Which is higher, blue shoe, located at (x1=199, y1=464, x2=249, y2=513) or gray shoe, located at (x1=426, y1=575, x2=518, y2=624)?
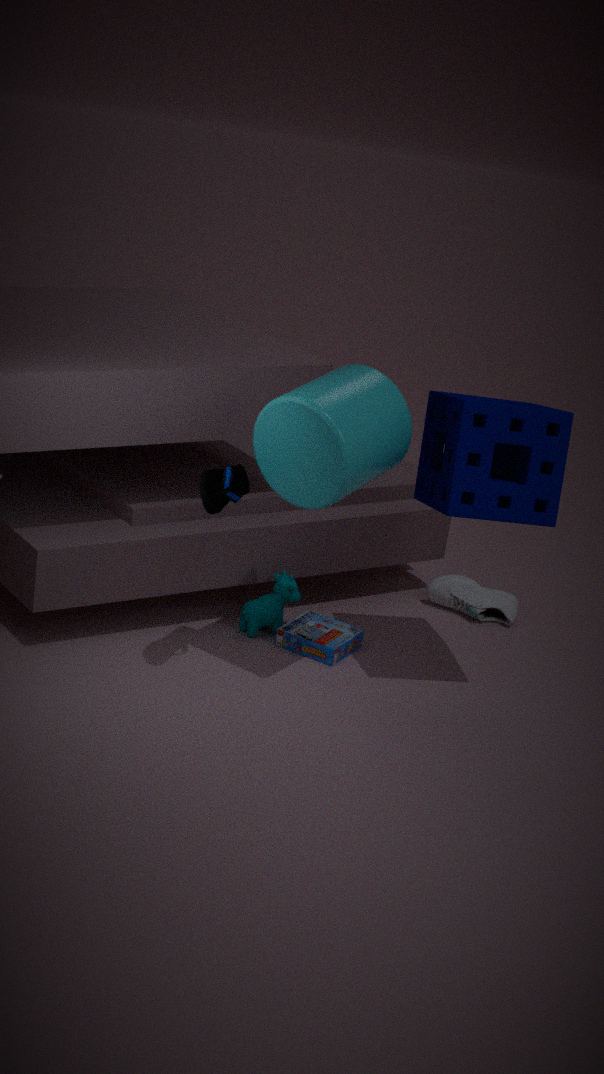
blue shoe, located at (x1=199, y1=464, x2=249, y2=513)
